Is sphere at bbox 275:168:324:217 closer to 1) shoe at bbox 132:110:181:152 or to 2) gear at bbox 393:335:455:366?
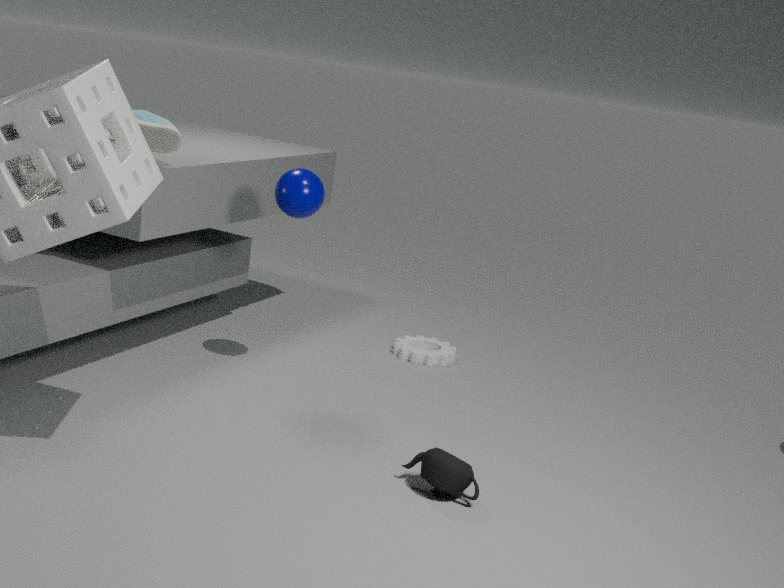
1) shoe at bbox 132:110:181:152
